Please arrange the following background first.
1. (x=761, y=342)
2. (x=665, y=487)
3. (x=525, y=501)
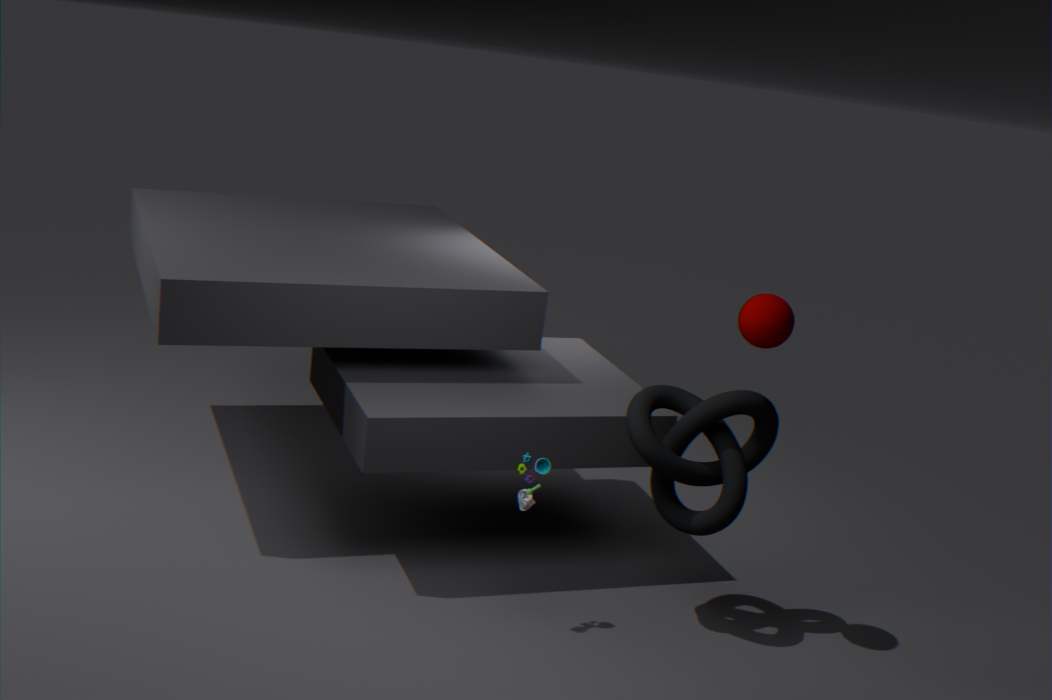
(x=665, y=487) → (x=525, y=501) → (x=761, y=342)
